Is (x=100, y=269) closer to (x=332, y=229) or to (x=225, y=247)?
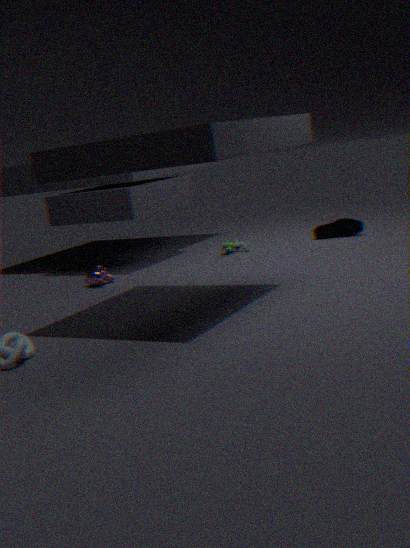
(x=225, y=247)
